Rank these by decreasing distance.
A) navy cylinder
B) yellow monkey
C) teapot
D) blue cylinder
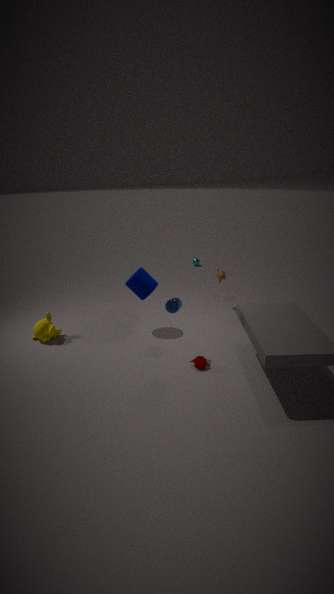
yellow monkey → navy cylinder → teapot → blue cylinder
